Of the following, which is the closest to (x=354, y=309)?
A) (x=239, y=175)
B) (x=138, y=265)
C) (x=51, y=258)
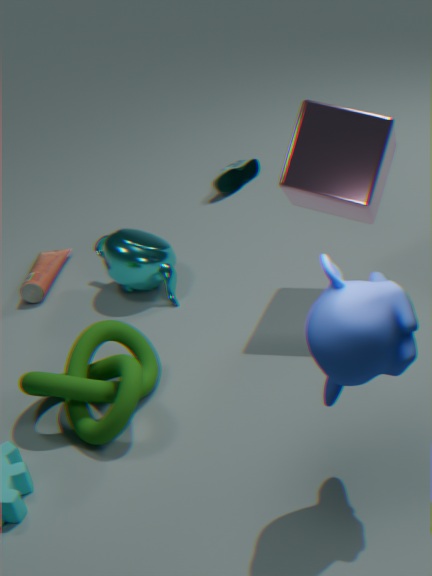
(x=138, y=265)
